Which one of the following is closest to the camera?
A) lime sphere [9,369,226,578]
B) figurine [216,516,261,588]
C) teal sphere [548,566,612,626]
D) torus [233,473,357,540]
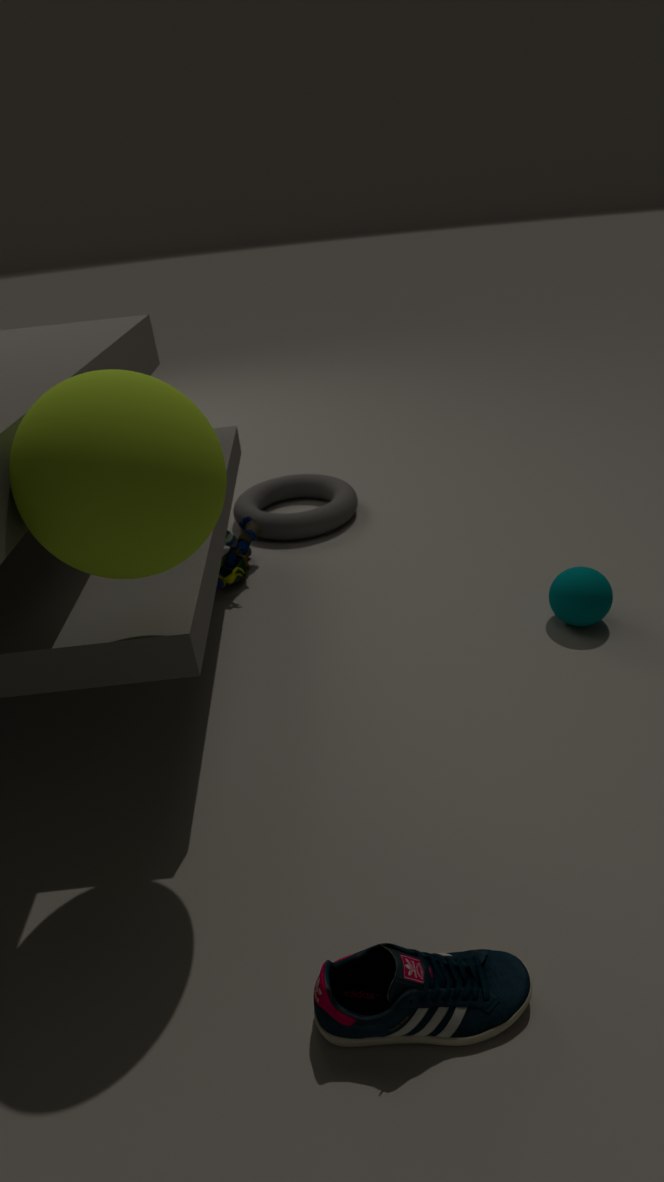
lime sphere [9,369,226,578]
